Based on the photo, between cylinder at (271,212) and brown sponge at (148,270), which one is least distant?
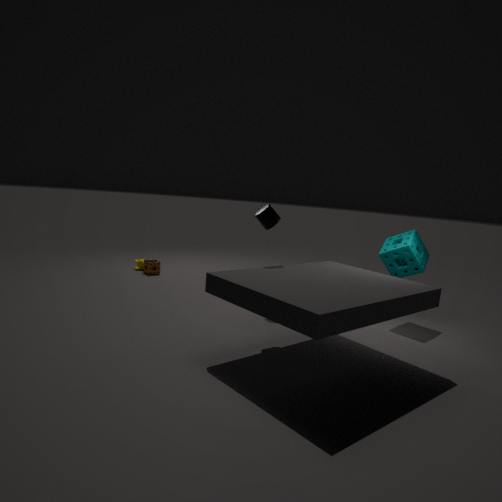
cylinder at (271,212)
